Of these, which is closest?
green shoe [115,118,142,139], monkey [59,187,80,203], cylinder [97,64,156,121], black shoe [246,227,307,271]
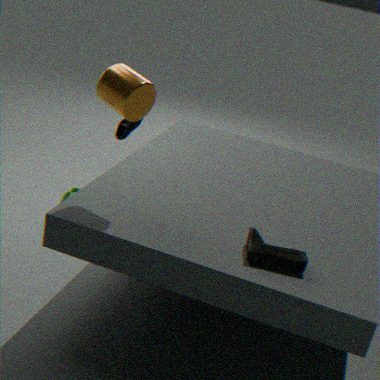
black shoe [246,227,307,271]
